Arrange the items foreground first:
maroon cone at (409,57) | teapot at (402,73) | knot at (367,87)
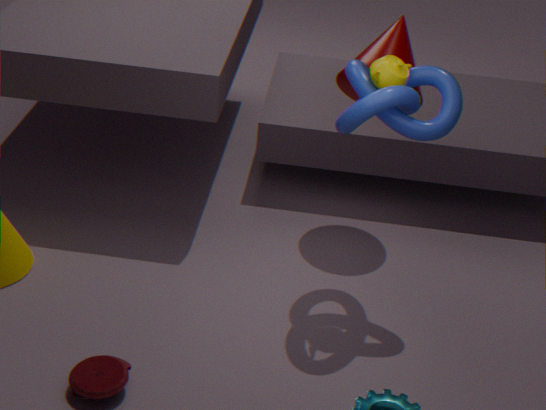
knot at (367,87) < teapot at (402,73) < maroon cone at (409,57)
